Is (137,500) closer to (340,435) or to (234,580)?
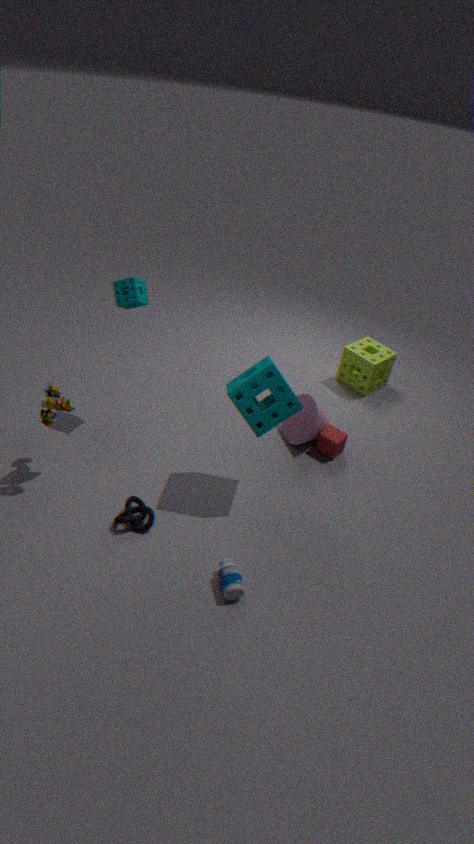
(234,580)
